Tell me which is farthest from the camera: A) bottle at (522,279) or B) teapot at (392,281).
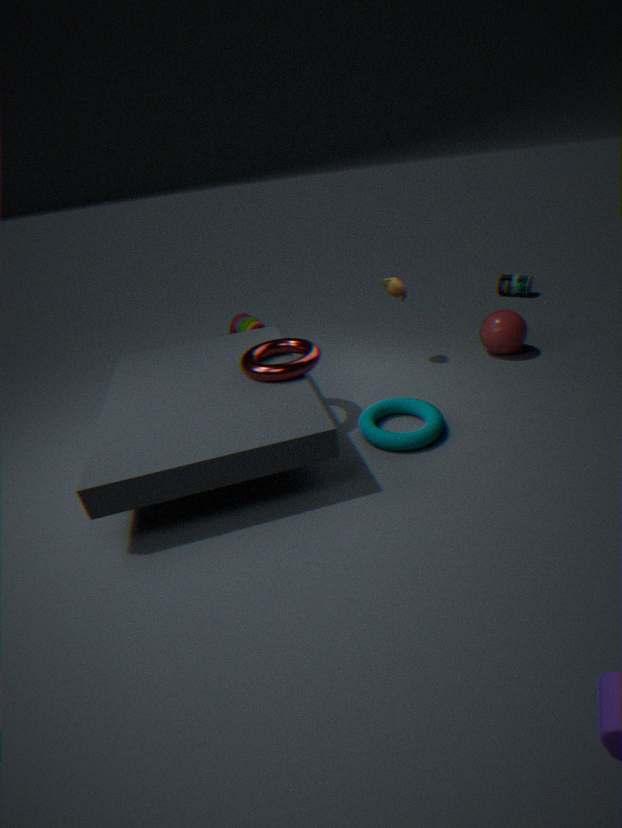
A. bottle at (522,279)
